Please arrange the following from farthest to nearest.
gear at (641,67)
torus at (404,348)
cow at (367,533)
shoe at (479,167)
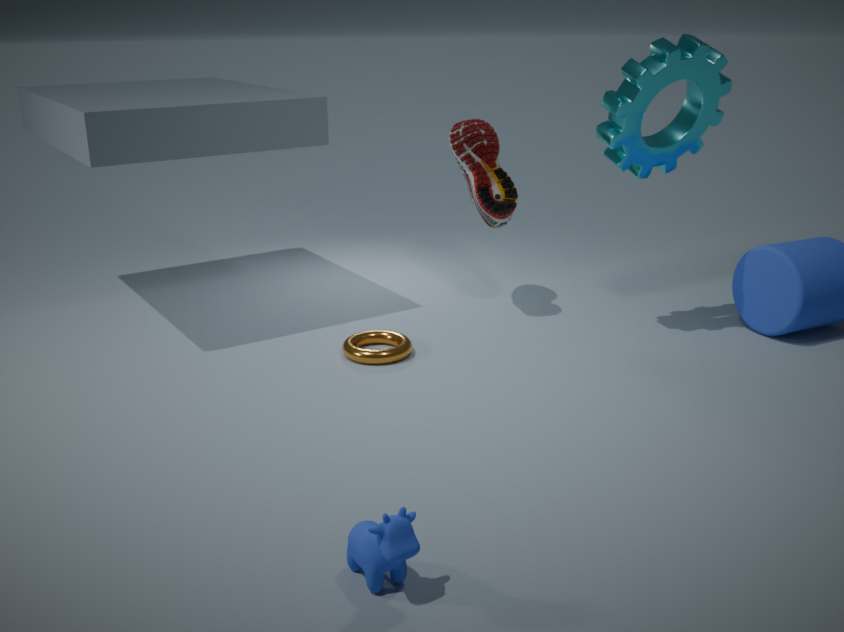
shoe at (479,167) < torus at (404,348) < gear at (641,67) < cow at (367,533)
